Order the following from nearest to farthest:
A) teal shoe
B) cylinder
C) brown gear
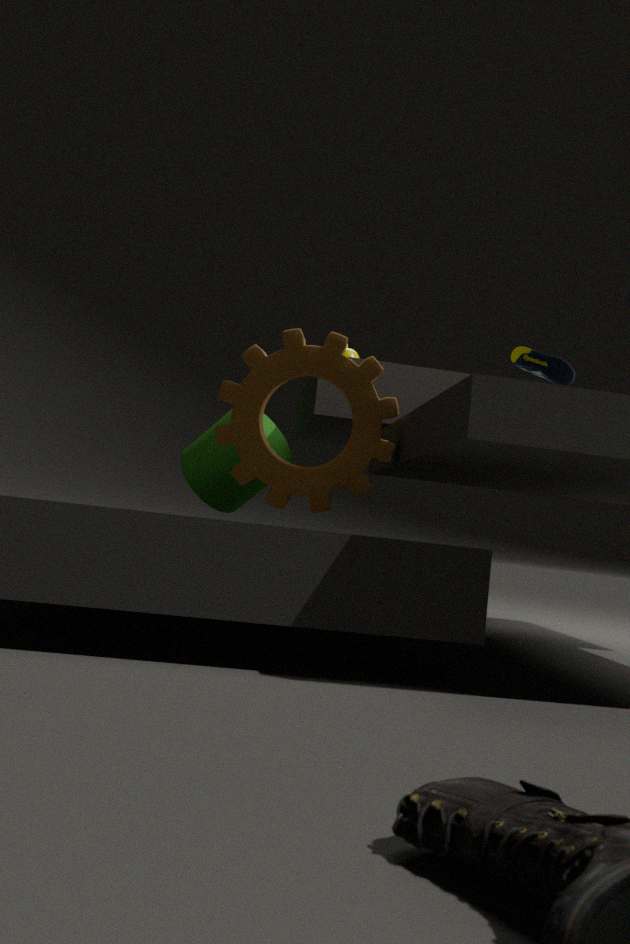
brown gear < teal shoe < cylinder
